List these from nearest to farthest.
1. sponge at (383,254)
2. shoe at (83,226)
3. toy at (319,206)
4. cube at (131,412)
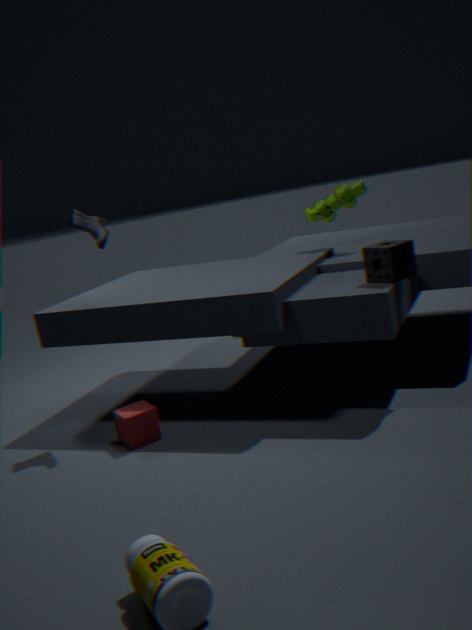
sponge at (383,254), cube at (131,412), shoe at (83,226), toy at (319,206)
